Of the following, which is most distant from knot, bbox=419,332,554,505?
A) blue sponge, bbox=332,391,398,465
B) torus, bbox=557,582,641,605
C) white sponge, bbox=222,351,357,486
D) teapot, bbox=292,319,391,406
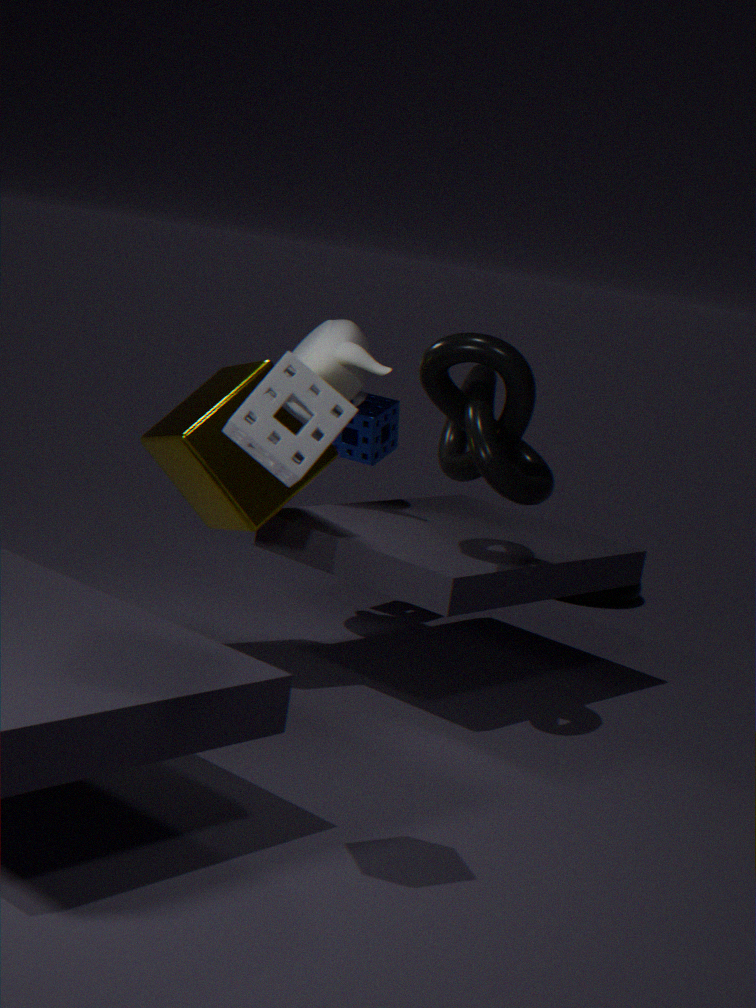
torus, bbox=557,582,641,605
